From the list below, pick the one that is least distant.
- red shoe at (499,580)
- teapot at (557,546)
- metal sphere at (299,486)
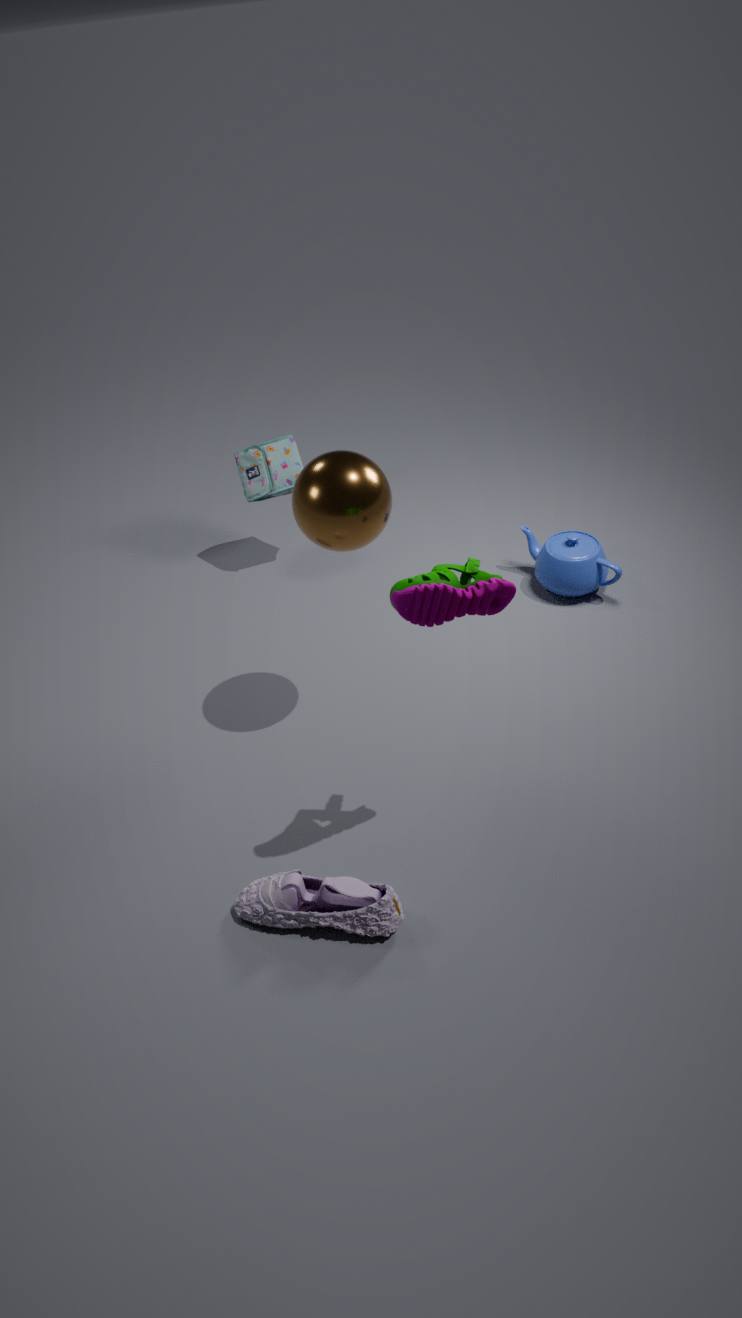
red shoe at (499,580)
